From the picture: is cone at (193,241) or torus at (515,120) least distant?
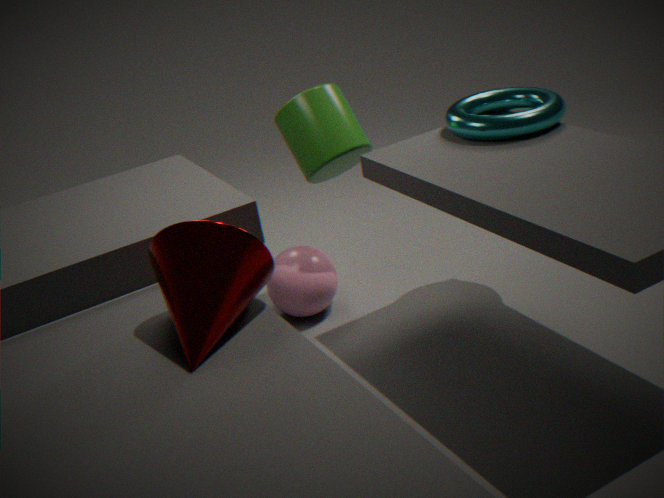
cone at (193,241)
